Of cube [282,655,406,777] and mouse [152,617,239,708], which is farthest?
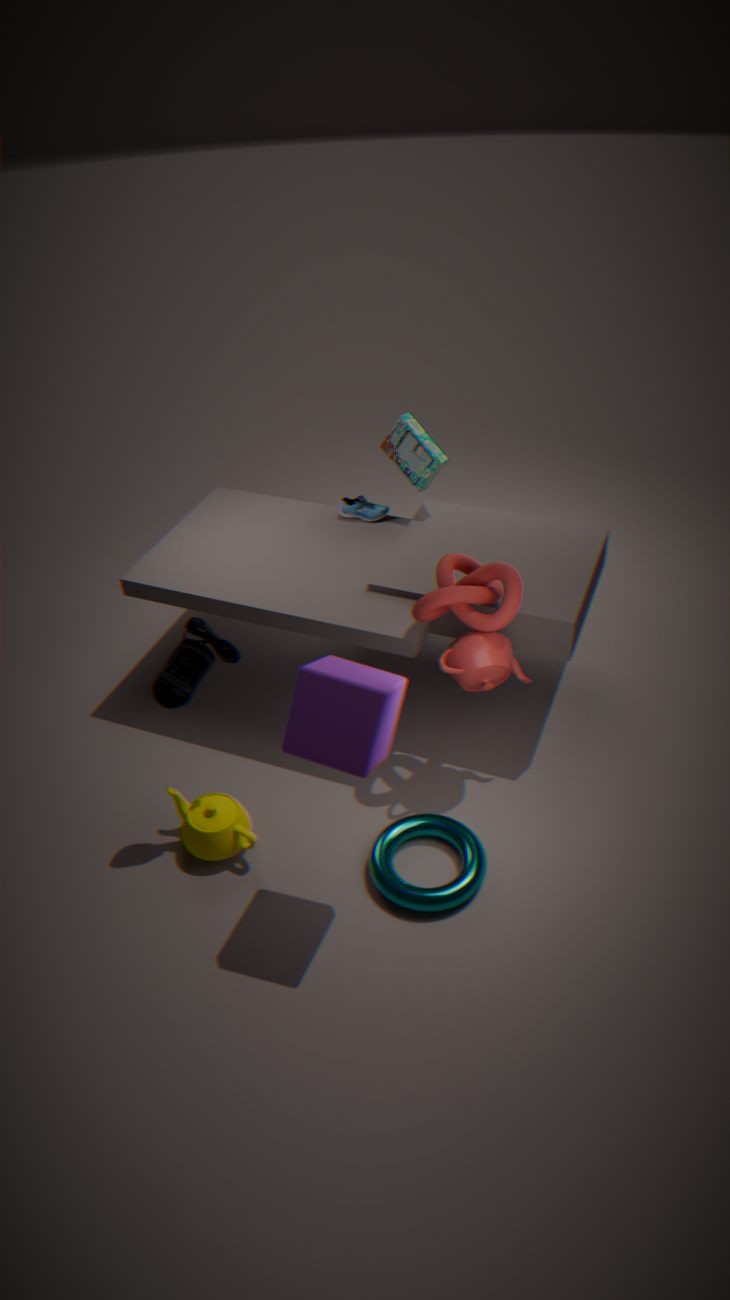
mouse [152,617,239,708]
